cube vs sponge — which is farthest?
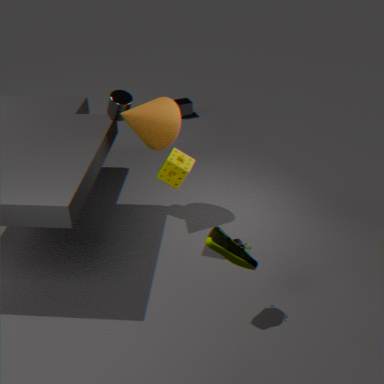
cube
